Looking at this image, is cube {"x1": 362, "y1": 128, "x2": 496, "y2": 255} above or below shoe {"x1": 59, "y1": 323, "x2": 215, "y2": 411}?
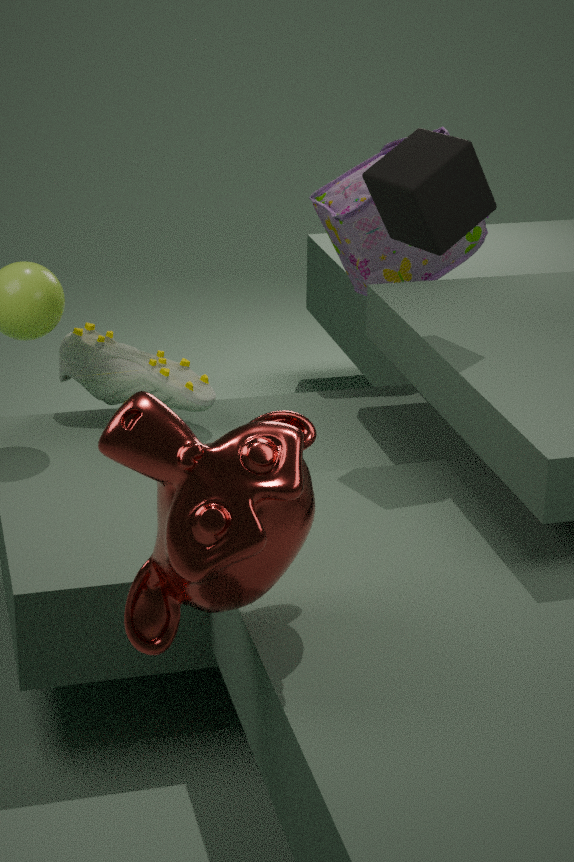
above
